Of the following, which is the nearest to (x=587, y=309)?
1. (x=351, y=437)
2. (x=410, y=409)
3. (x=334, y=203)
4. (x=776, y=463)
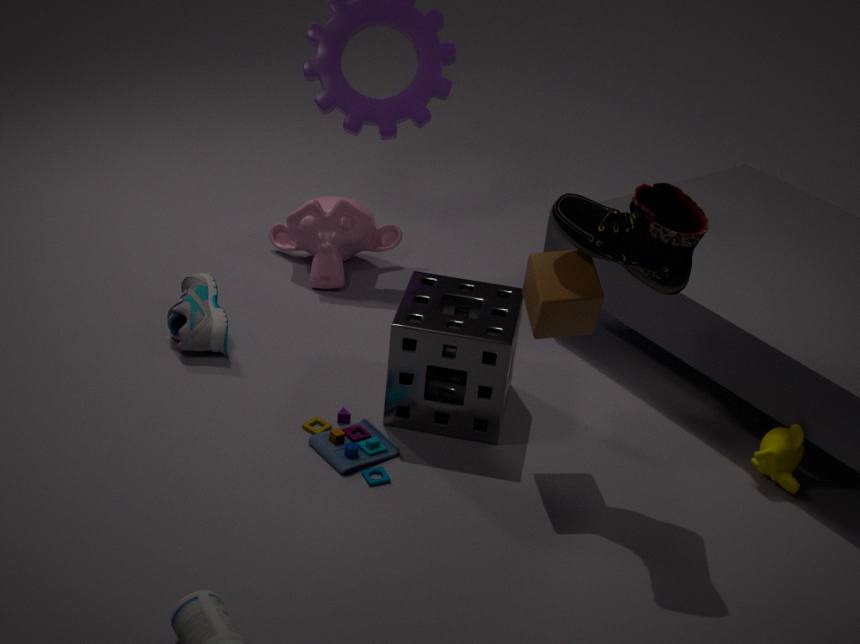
(x=410, y=409)
